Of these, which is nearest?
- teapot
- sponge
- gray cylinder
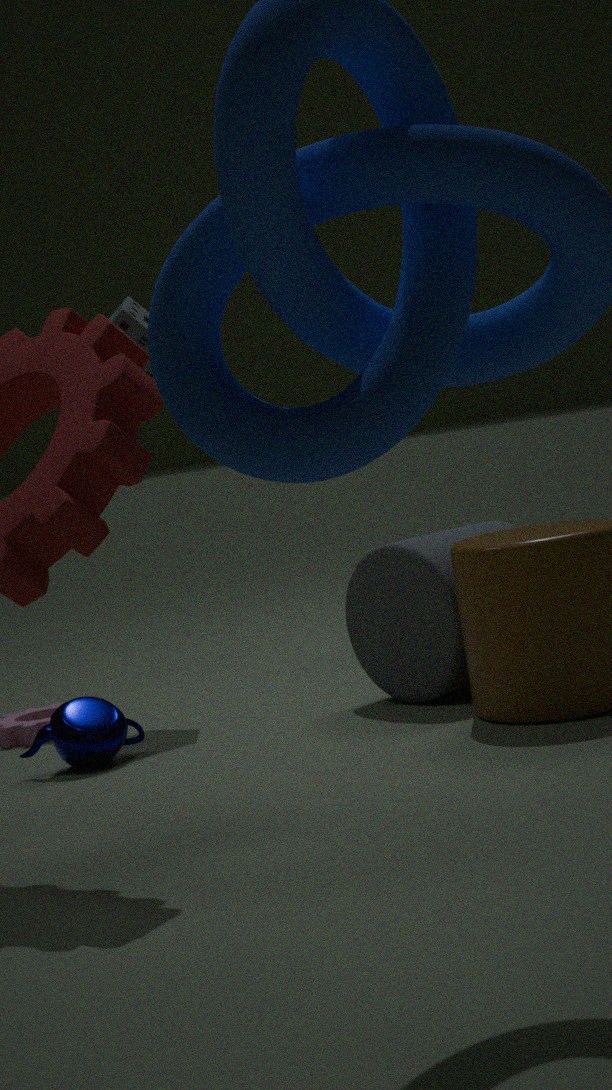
teapot
